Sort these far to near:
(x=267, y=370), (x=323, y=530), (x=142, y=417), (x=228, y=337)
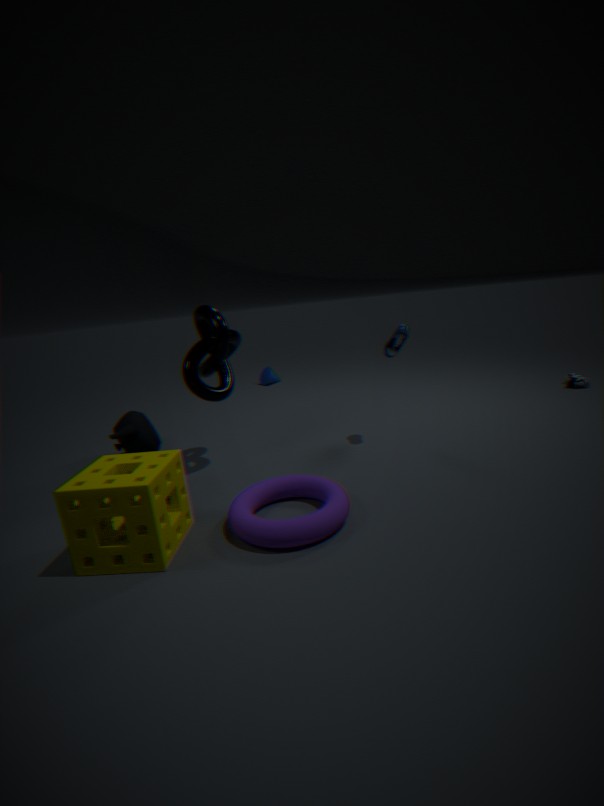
1. (x=267, y=370)
2. (x=142, y=417)
3. (x=228, y=337)
4. (x=323, y=530)
